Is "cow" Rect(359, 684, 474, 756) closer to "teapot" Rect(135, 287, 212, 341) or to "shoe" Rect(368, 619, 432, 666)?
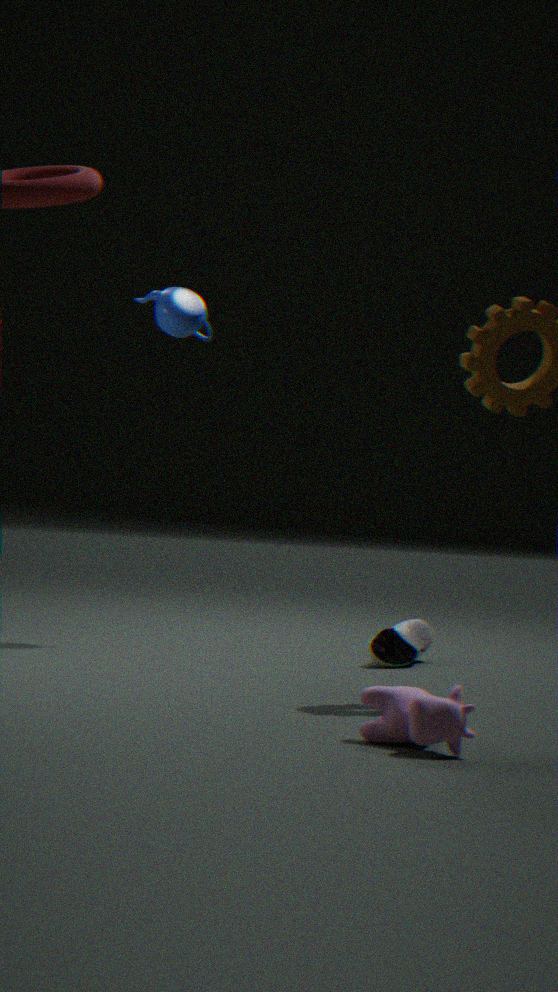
"shoe" Rect(368, 619, 432, 666)
